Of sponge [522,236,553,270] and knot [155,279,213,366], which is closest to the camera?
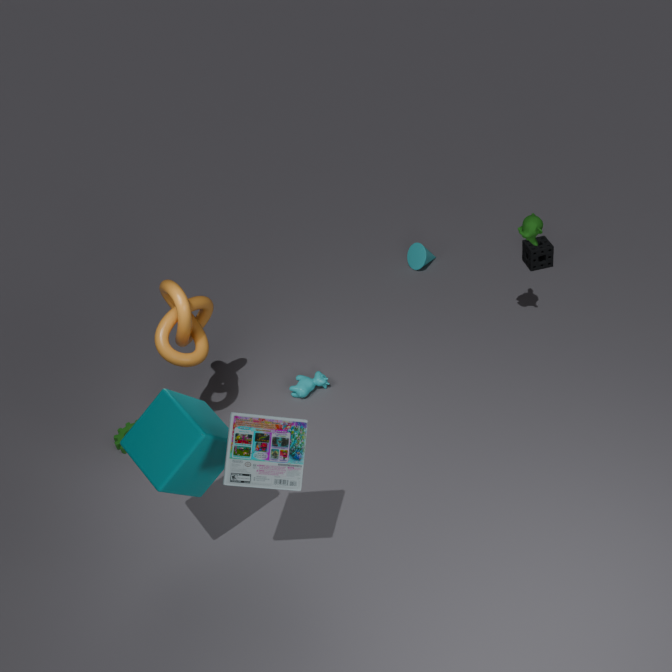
knot [155,279,213,366]
